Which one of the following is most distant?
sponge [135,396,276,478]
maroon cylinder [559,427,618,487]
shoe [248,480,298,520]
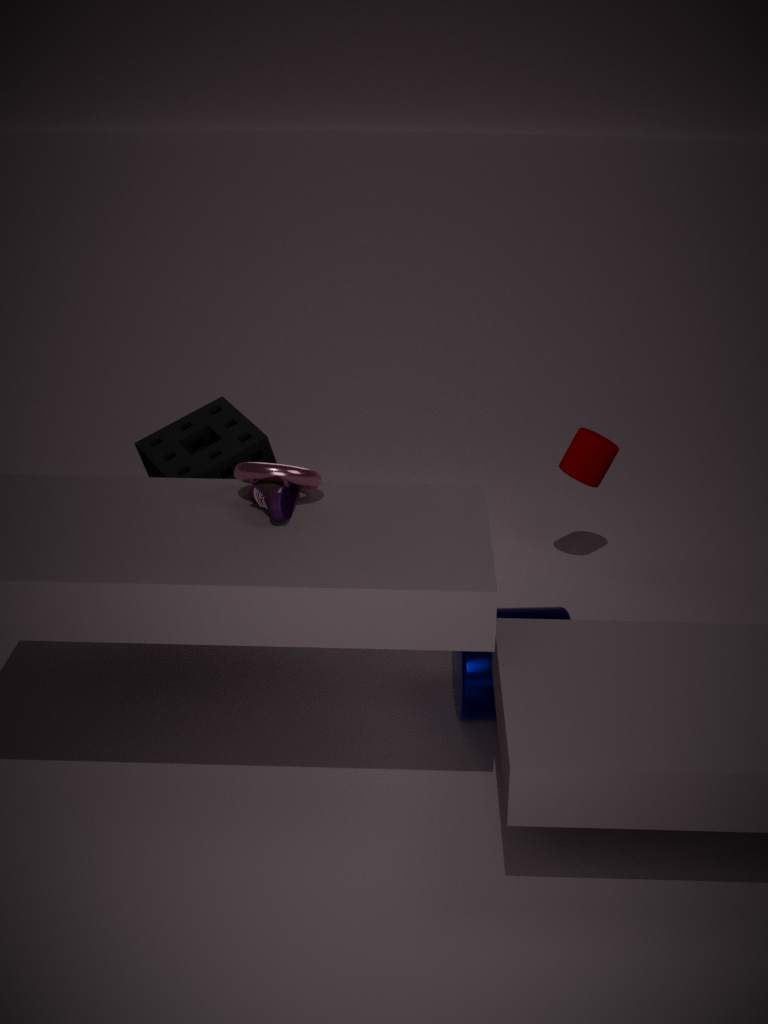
maroon cylinder [559,427,618,487]
